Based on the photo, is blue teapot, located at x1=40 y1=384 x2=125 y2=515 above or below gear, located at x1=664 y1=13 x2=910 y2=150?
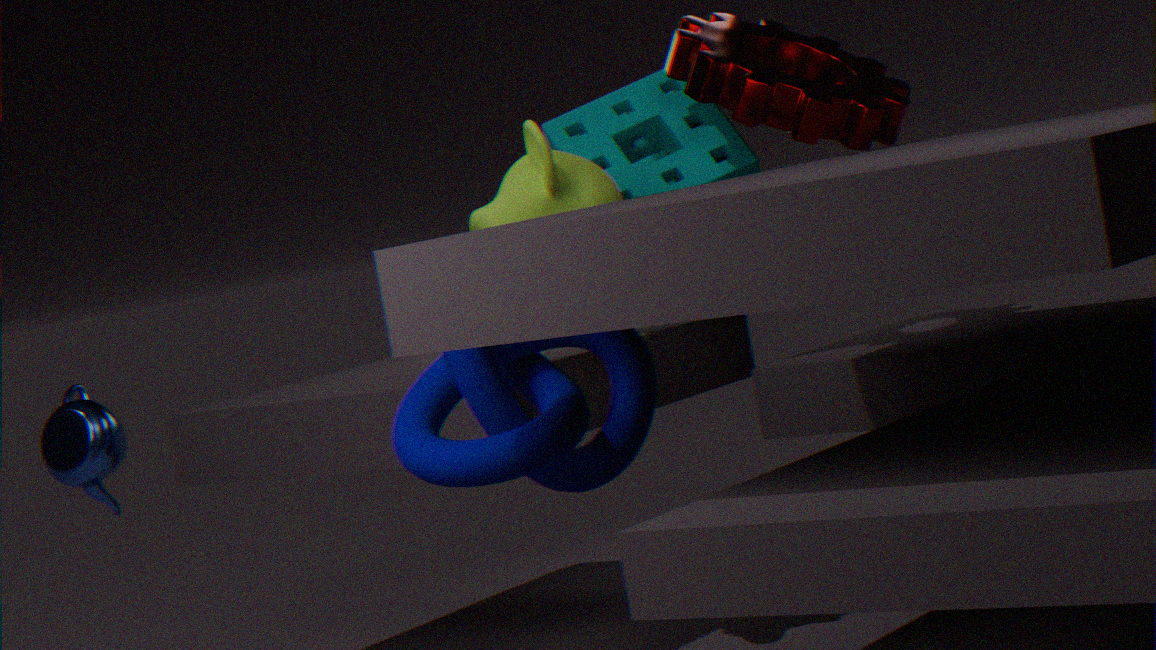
below
